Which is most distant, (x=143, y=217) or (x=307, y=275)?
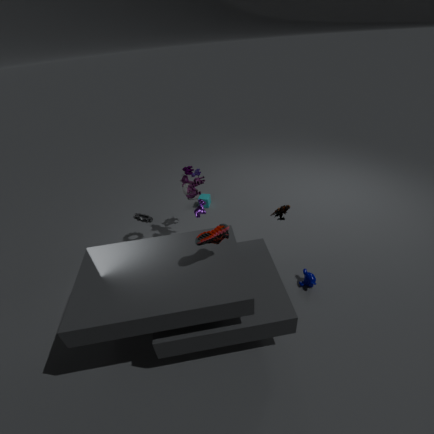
(x=143, y=217)
